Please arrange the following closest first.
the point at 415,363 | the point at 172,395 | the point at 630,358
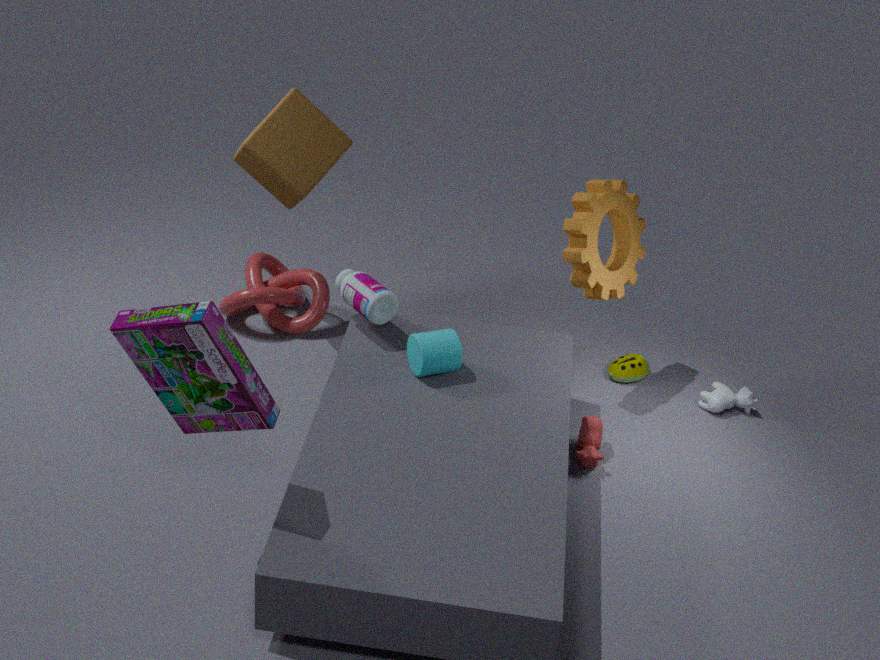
the point at 172,395
the point at 415,363
the point at 630,358
